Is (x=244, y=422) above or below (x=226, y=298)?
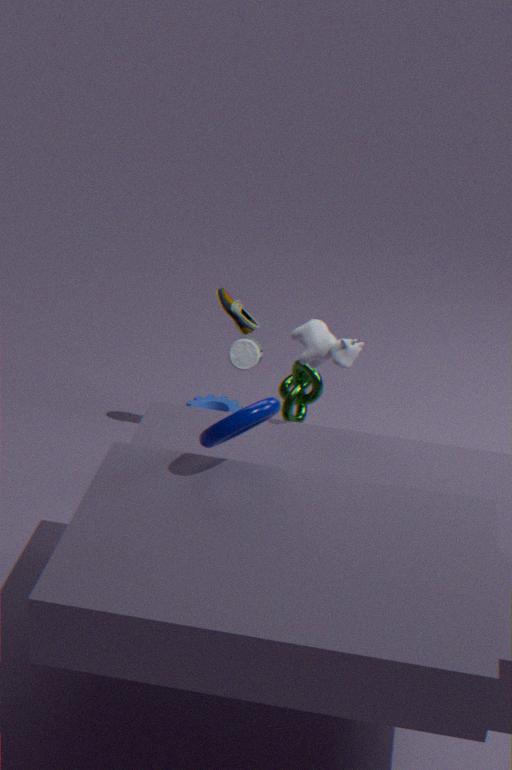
above
